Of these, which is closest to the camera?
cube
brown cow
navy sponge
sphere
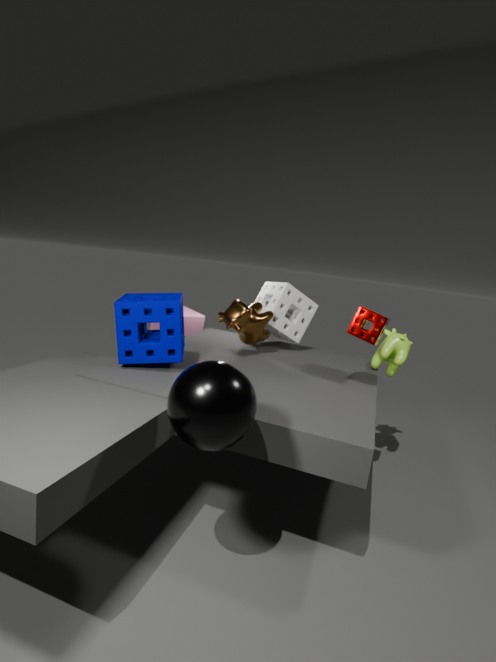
sphere
